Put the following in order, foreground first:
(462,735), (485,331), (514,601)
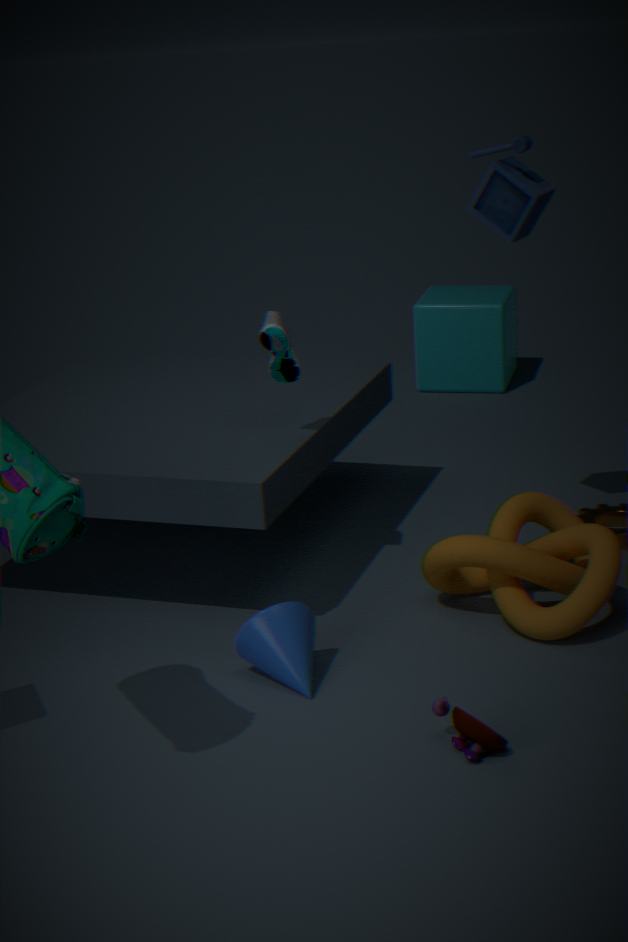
(462,735) → (514,601) → (485,331)
